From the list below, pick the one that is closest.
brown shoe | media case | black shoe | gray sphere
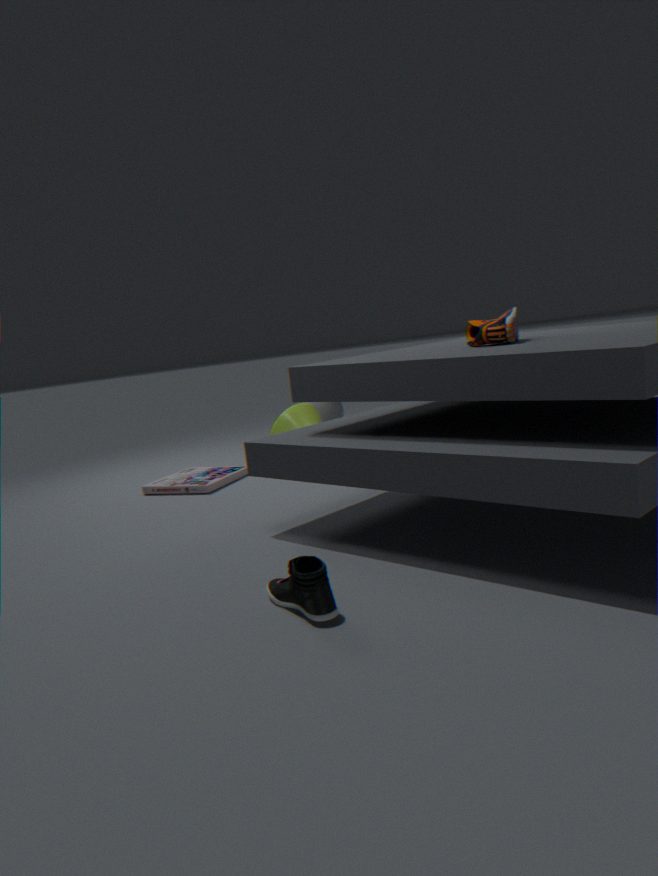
black shoe
